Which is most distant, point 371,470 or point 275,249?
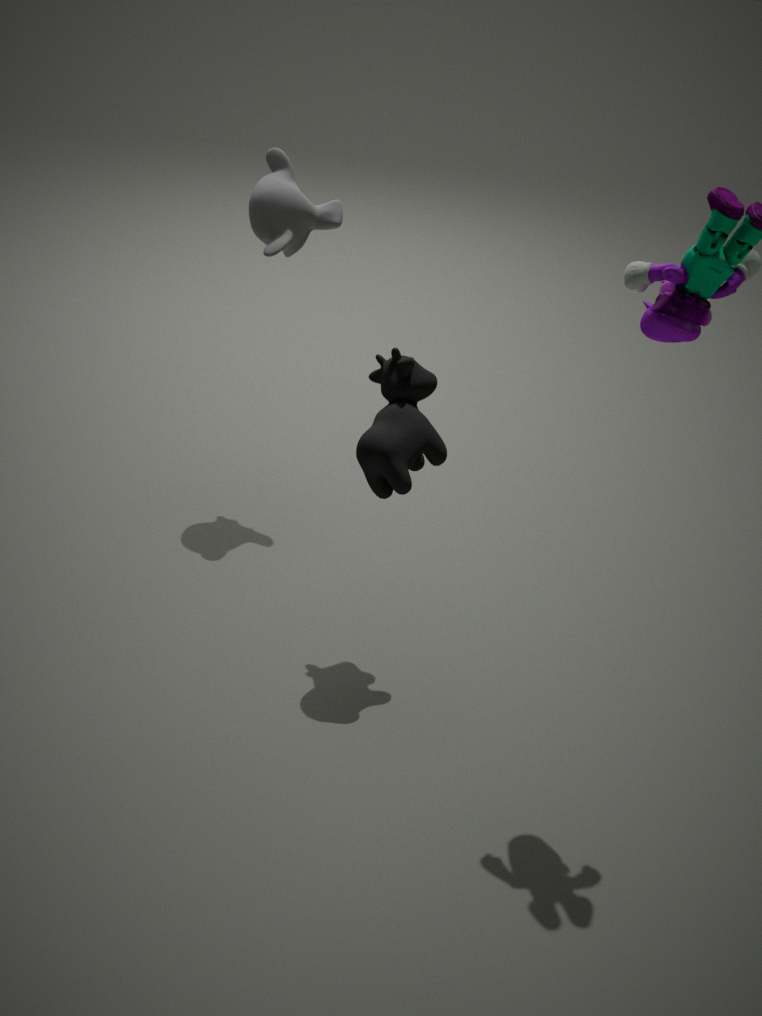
point 275,249
